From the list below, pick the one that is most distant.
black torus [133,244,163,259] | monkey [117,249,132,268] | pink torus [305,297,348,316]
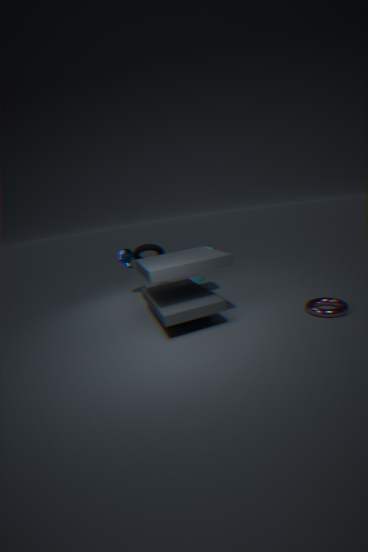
monkey [117,249,132,268]
